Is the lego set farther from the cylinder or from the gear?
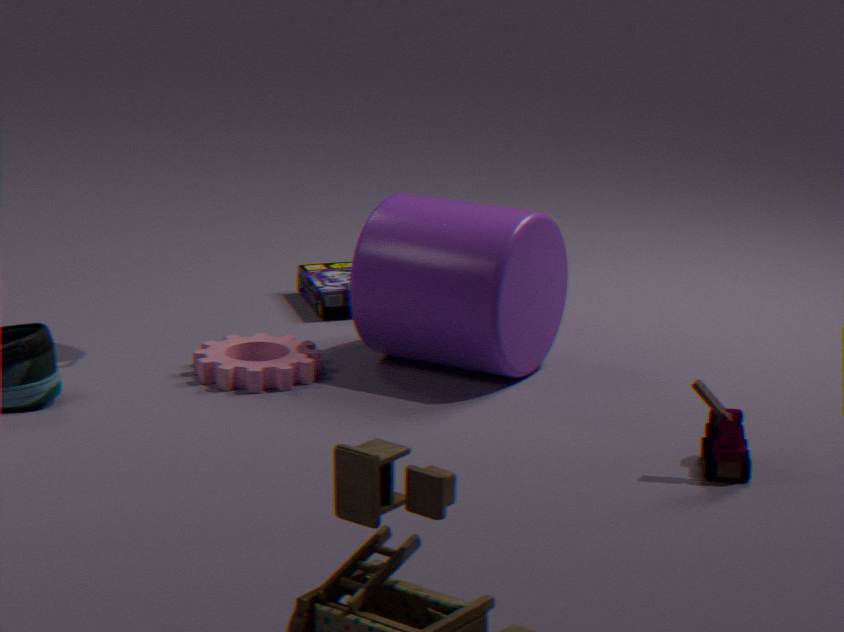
the gear
